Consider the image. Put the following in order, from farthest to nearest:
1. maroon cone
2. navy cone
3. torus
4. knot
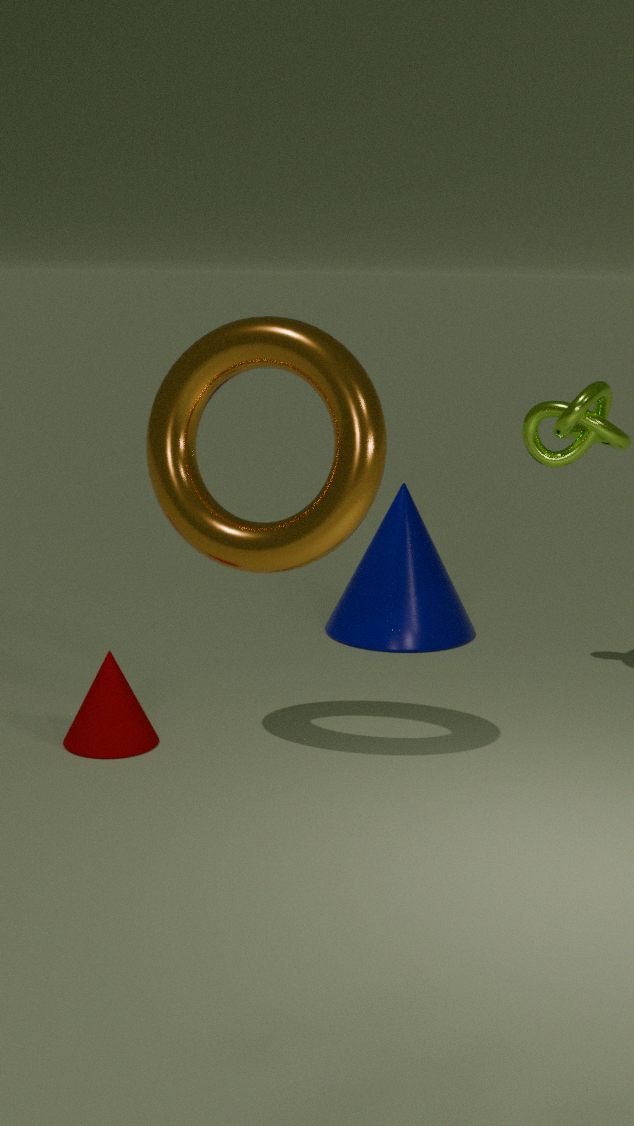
navy cone → knot → maroon cone → torus
